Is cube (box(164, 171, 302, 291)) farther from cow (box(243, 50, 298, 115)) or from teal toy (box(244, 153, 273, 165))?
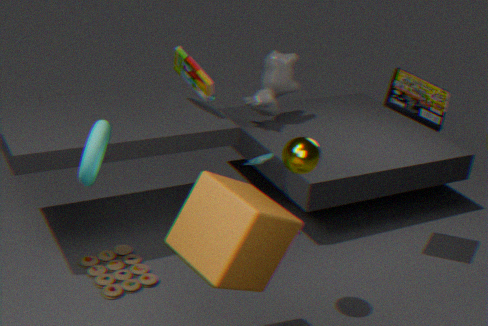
cow (box(243, 50, 298, 115))
